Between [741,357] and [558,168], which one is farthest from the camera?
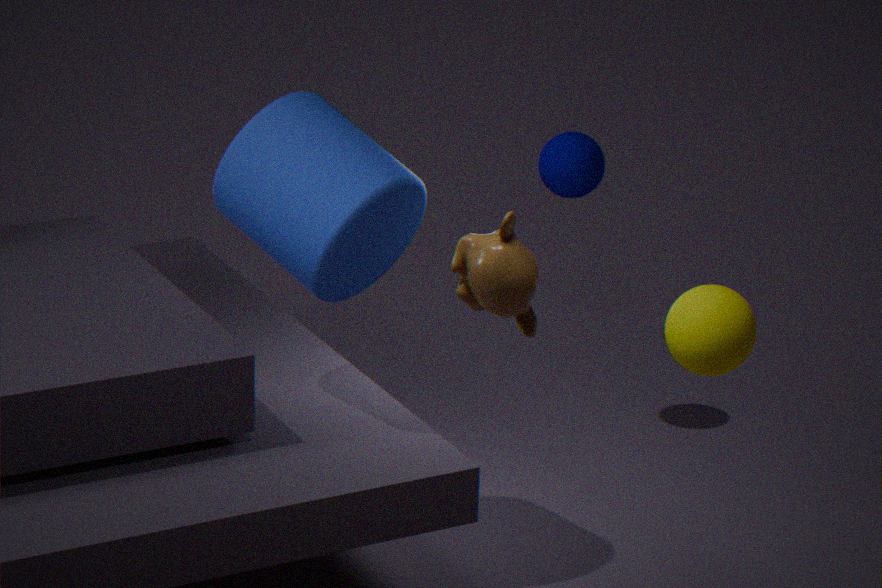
[558,168]
